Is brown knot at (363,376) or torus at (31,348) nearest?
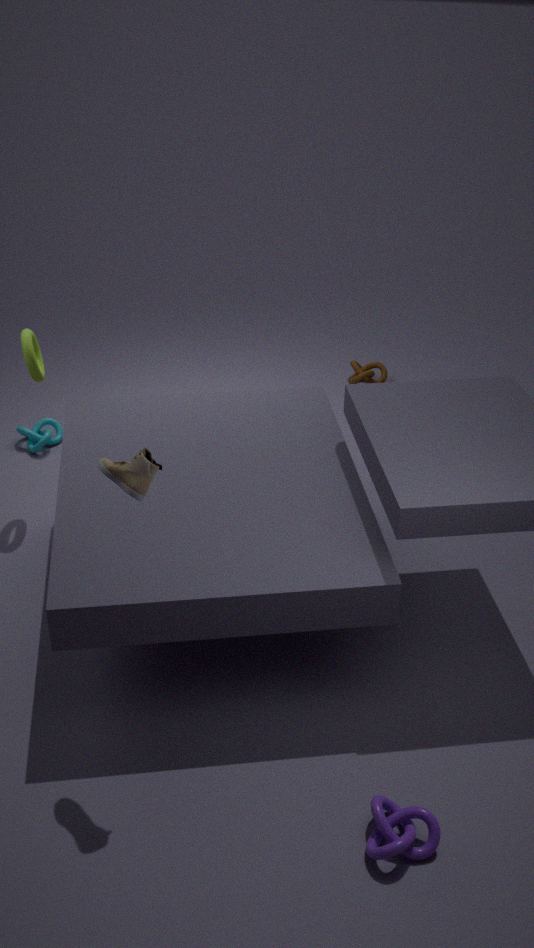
Answer: torus at (31,348)
